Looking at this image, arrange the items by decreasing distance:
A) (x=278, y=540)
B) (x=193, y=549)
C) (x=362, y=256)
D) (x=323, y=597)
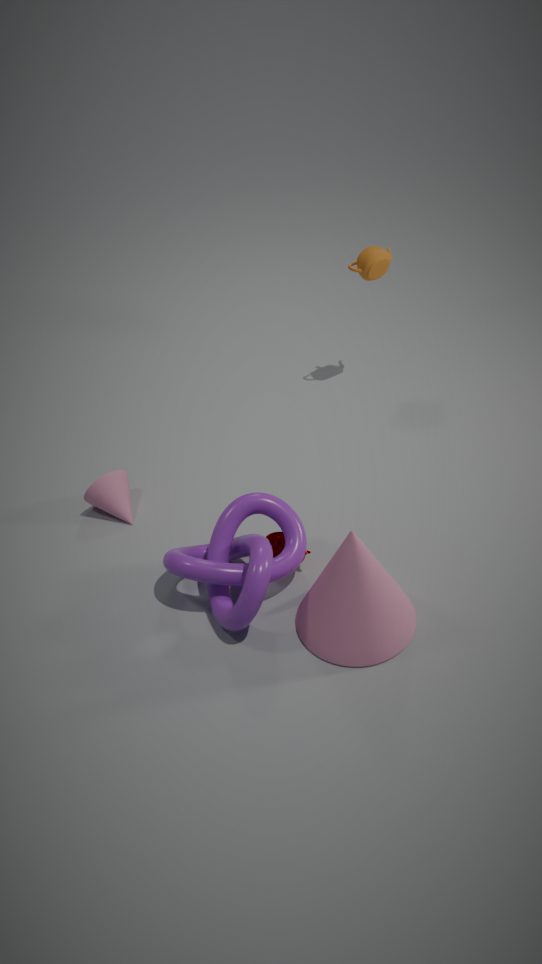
1. (x=362, y=256)
2. (x=193, y=549)
3. (x=278, y=540)
4. (x=323, y=597)
